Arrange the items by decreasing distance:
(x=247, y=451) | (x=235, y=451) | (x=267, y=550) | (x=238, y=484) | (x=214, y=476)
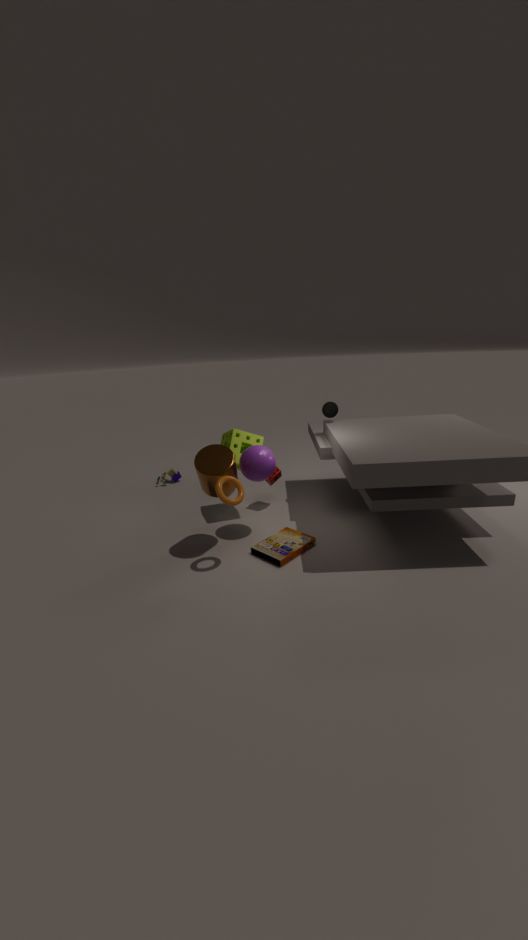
1. (x=235, y=451)
2. (x=247, y=451)
3. (x=267, y=550)
4. (x=214, y=476)
5. (x=238, y=484)
